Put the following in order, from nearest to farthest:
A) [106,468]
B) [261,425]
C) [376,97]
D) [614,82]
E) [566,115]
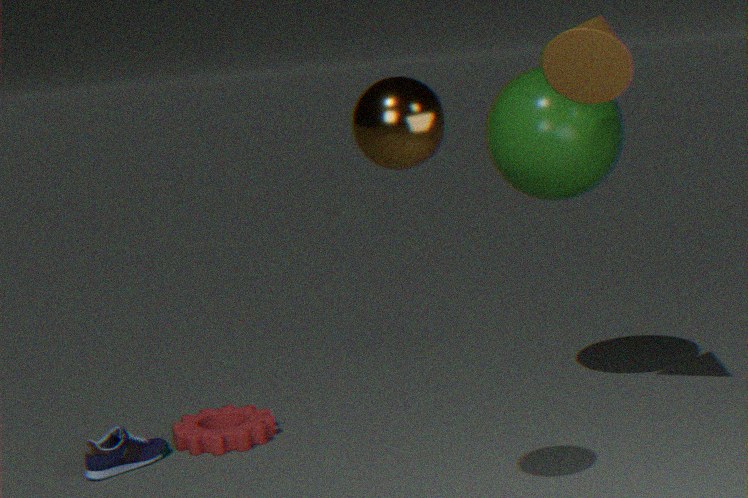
1. [376,97]
2. [614,82]
3. [106,468]
4. [566,115]
5. [261,425]
